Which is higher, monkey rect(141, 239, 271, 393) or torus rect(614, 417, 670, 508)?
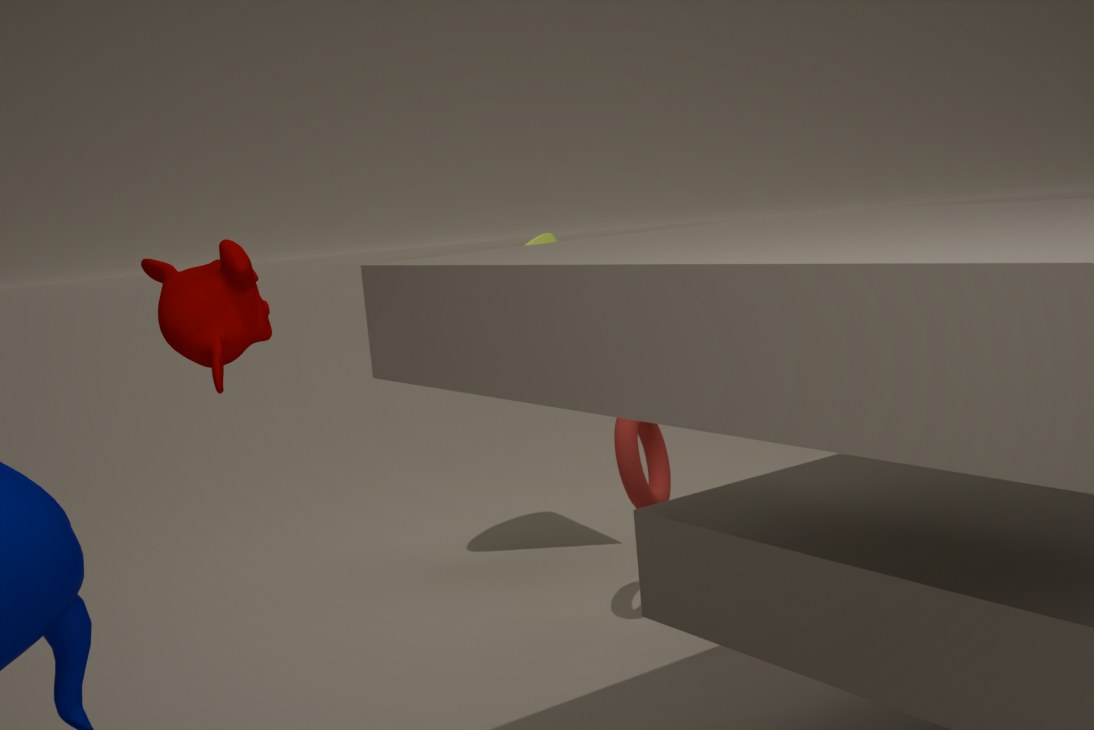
monkey rect(141, 239, 271, 393)
